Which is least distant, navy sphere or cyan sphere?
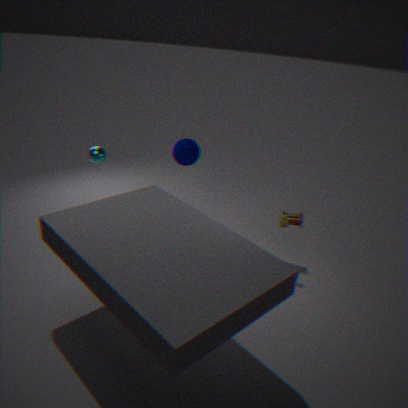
cyan sphere
